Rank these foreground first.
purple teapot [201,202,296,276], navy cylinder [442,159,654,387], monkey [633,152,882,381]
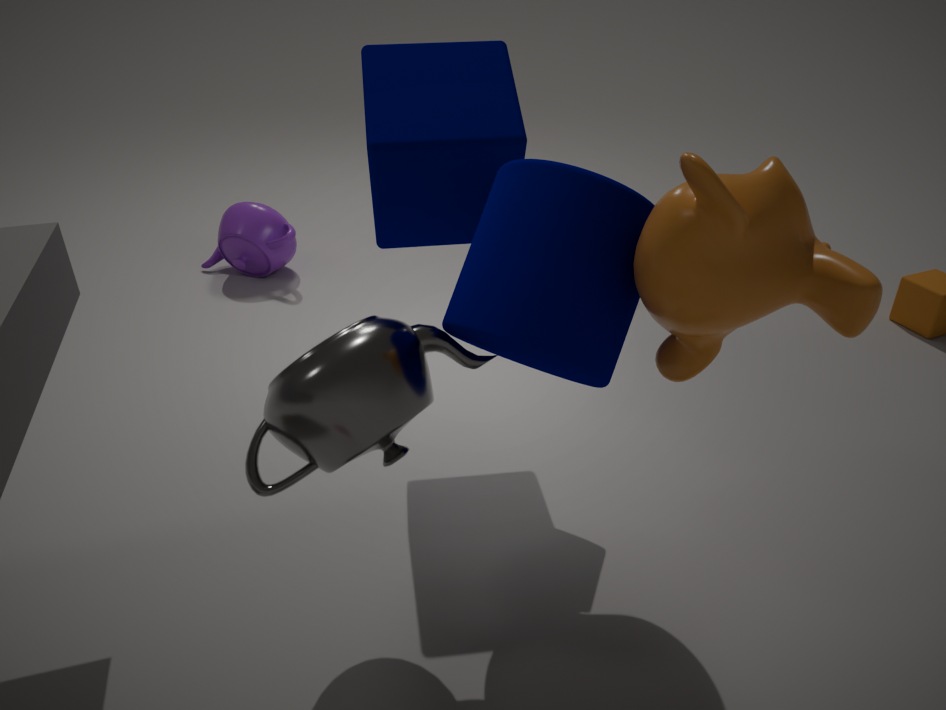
monkey [633,152,882,381] < navy cylinder [442,159,654,387] < purple teapot [201,202,296,276]
